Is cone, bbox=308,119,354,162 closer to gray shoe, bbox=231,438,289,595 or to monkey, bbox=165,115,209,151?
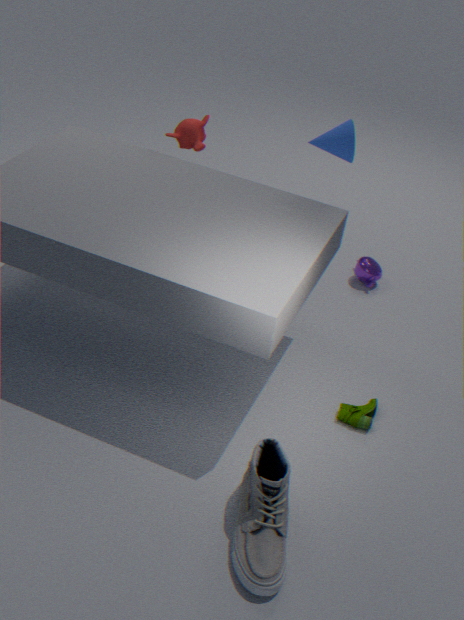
monkey, bbox=165,115,209,151
